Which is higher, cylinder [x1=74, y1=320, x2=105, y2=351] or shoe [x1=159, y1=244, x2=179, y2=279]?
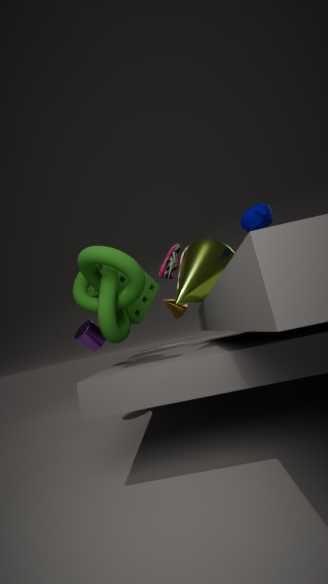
shoe [x1=159, y1=244, x2=179, y2=279]
